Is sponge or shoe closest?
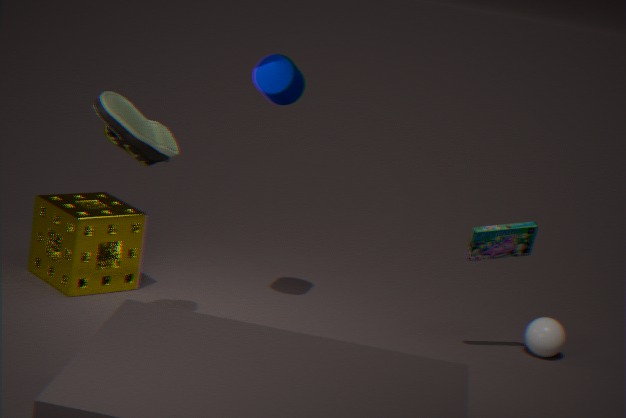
shoe
